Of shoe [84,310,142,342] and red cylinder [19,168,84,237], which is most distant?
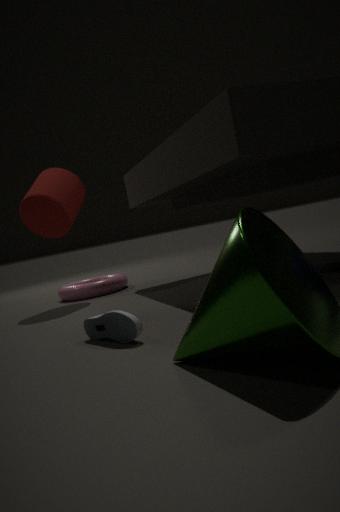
red cylinder [19,168,84,237]
